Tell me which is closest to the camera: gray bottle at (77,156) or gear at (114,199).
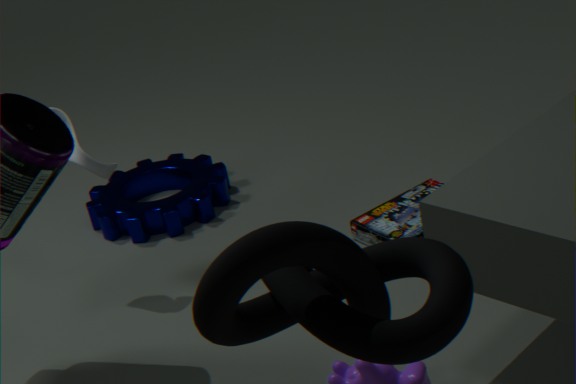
gray bottle at (77,156)
